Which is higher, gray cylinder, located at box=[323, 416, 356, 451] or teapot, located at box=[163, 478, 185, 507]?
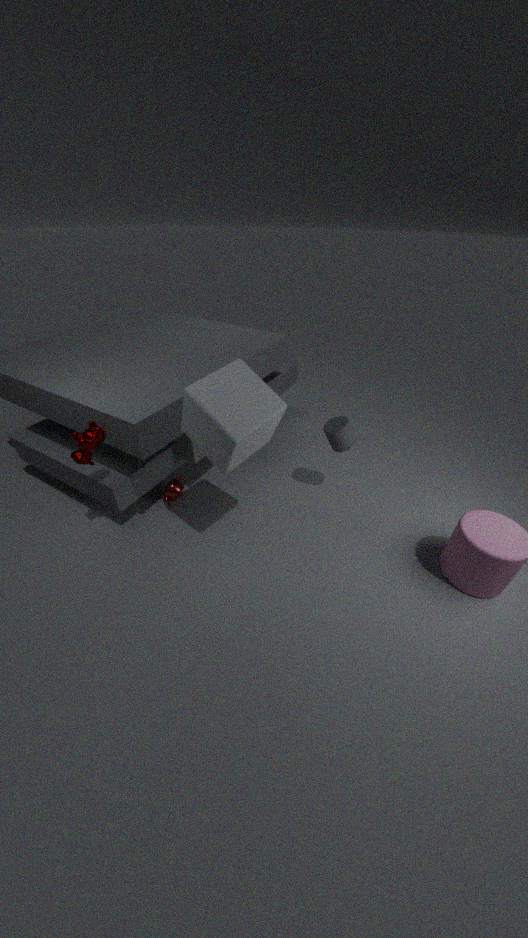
gray cylinder, located at box=[323, 416, 356, 451]
